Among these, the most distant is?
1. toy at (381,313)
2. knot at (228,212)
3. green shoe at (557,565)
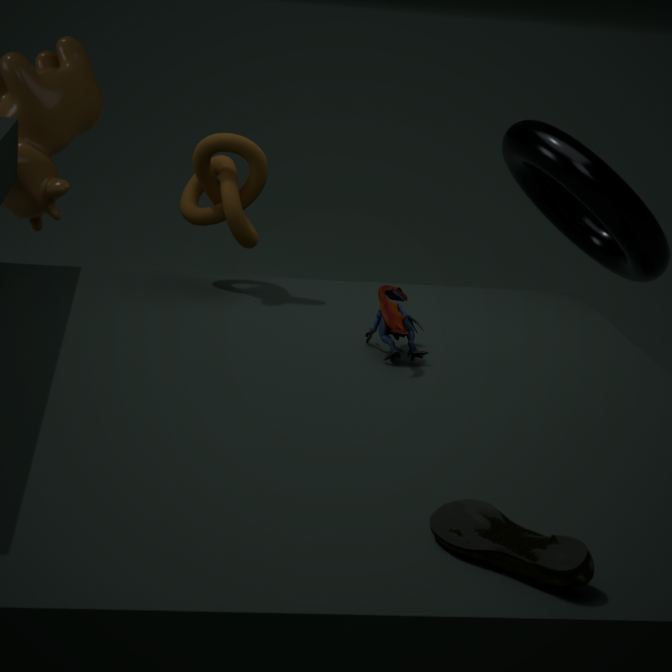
knot at (228,212)
